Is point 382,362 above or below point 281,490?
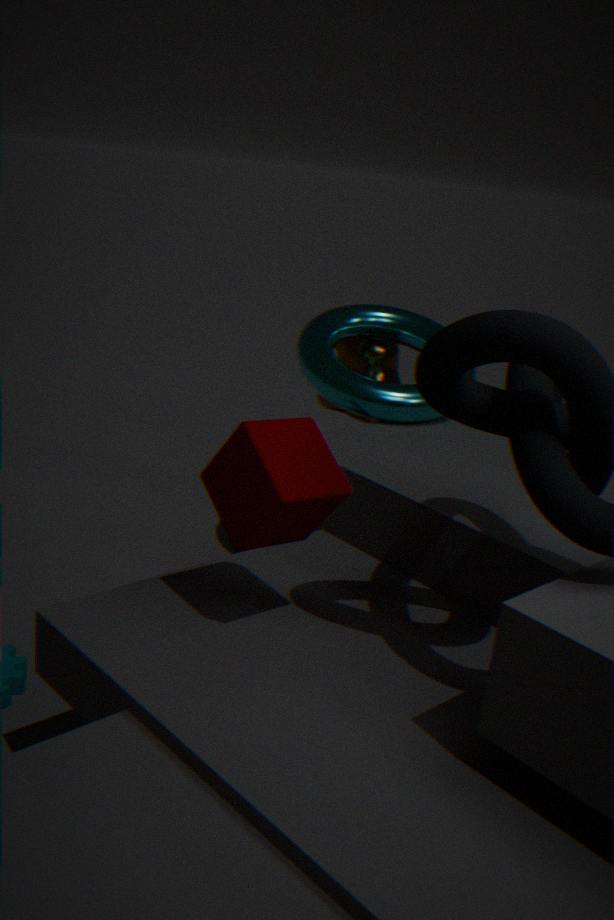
below
